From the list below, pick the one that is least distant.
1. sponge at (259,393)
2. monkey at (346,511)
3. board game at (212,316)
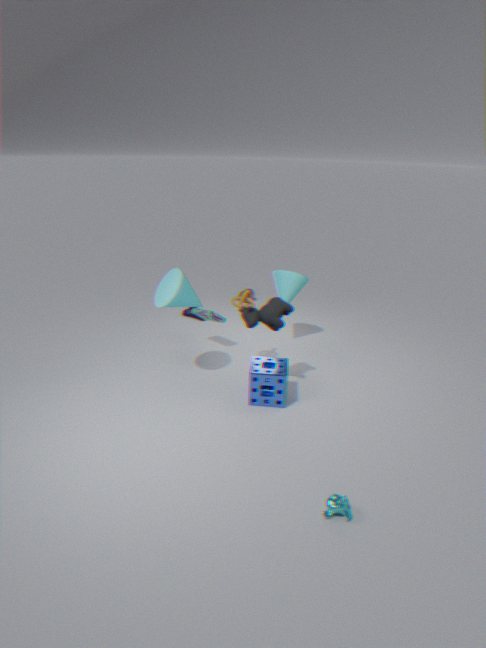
monkey at (346,511)
